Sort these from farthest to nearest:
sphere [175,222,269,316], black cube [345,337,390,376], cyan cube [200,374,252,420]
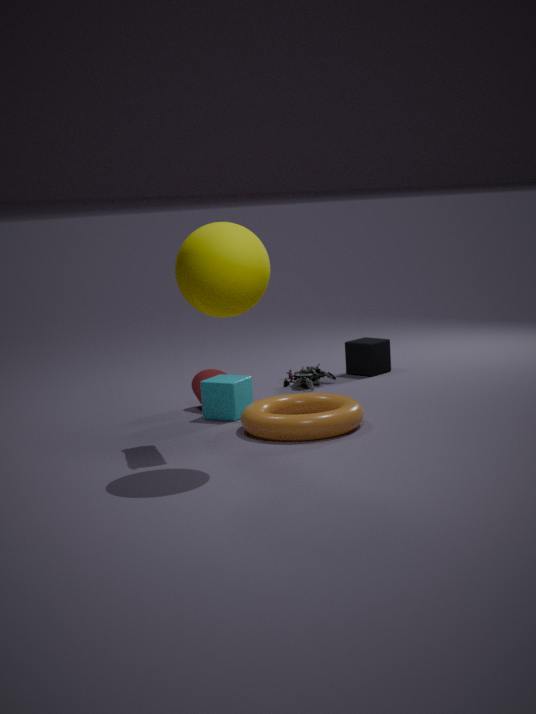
black cube [345,337,390,376], cyan cube [200,374,252,420], sphere [175,222,269,316]
